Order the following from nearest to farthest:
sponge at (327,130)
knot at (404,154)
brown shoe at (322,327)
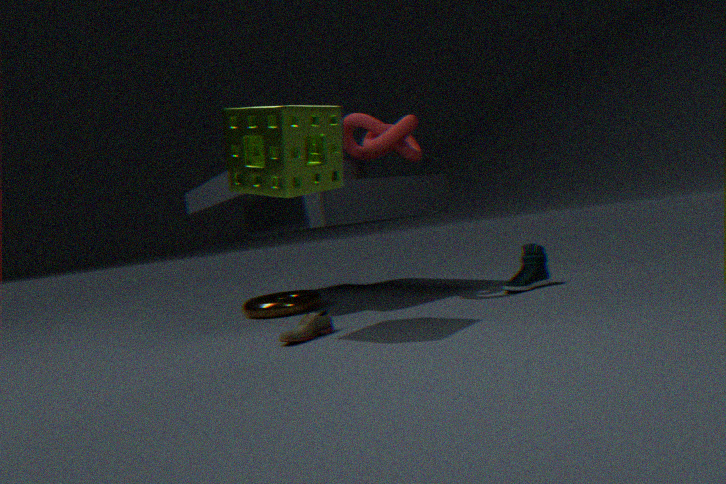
sponge at (327,130), brown shoe at (322,327), knot at (404,154)
